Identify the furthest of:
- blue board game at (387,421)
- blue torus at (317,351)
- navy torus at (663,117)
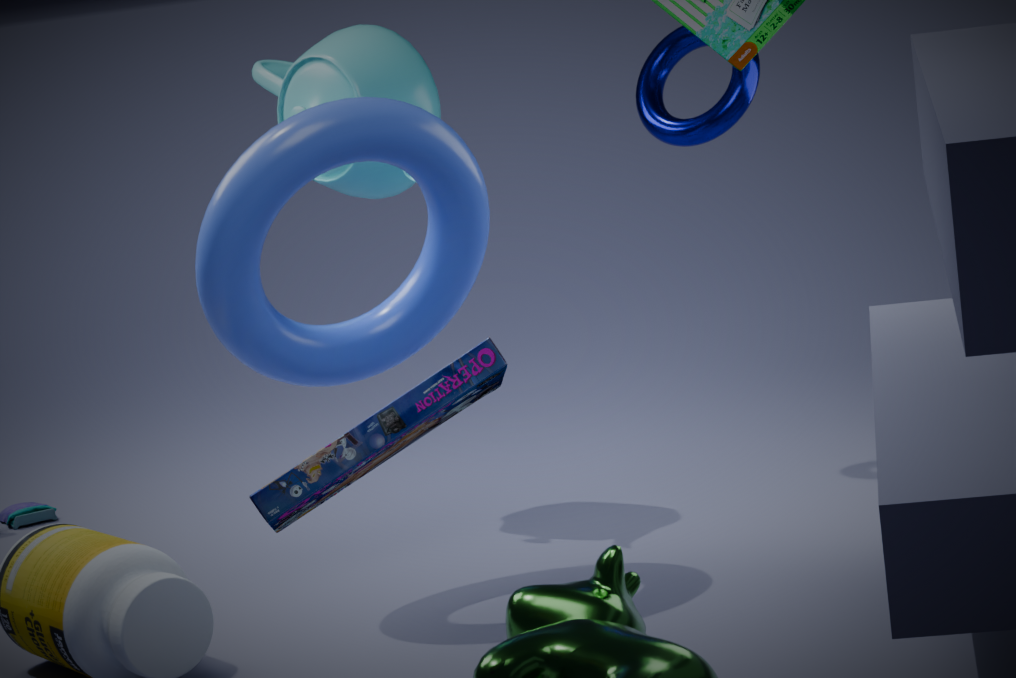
navy torus at (663,117)
